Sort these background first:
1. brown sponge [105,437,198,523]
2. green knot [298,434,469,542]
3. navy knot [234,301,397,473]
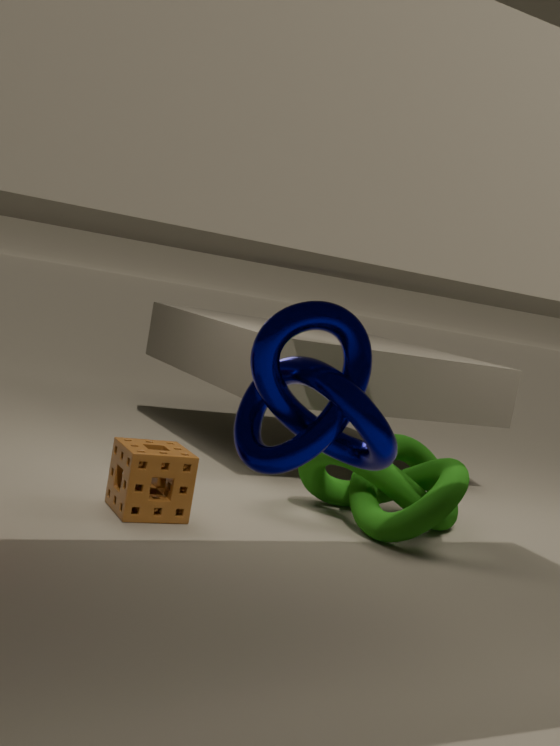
green knot [298,434,469,542] < brown sponge [105,437,198,523] < navy knot [234,301,397,473]
